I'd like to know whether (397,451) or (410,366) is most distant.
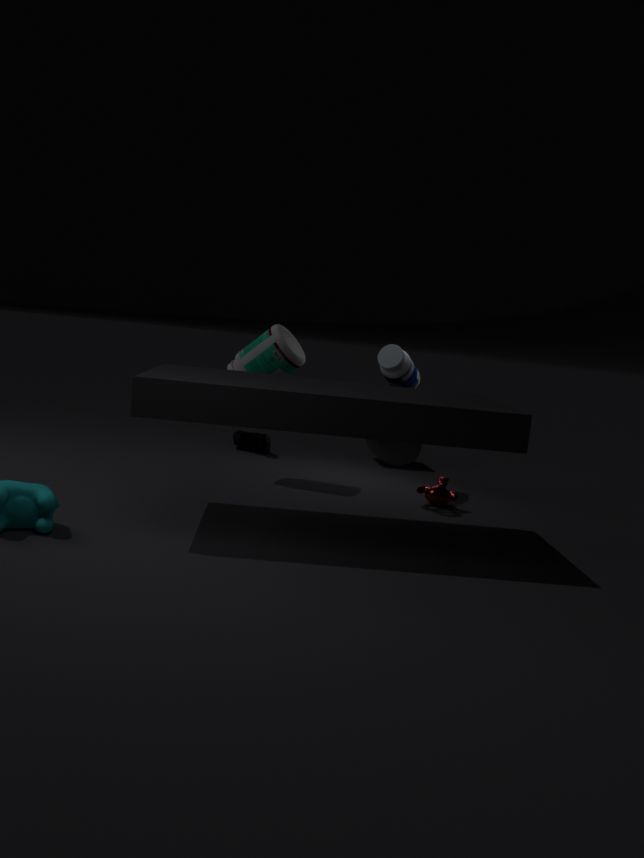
(397,451)
